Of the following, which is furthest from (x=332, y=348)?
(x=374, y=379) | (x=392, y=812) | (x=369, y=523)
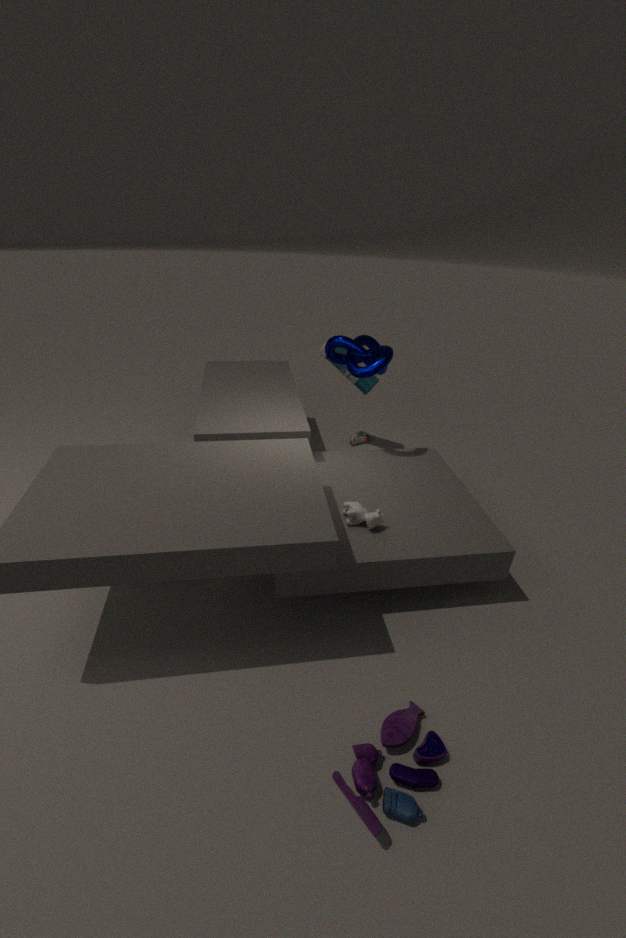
(x=392, y=812)
